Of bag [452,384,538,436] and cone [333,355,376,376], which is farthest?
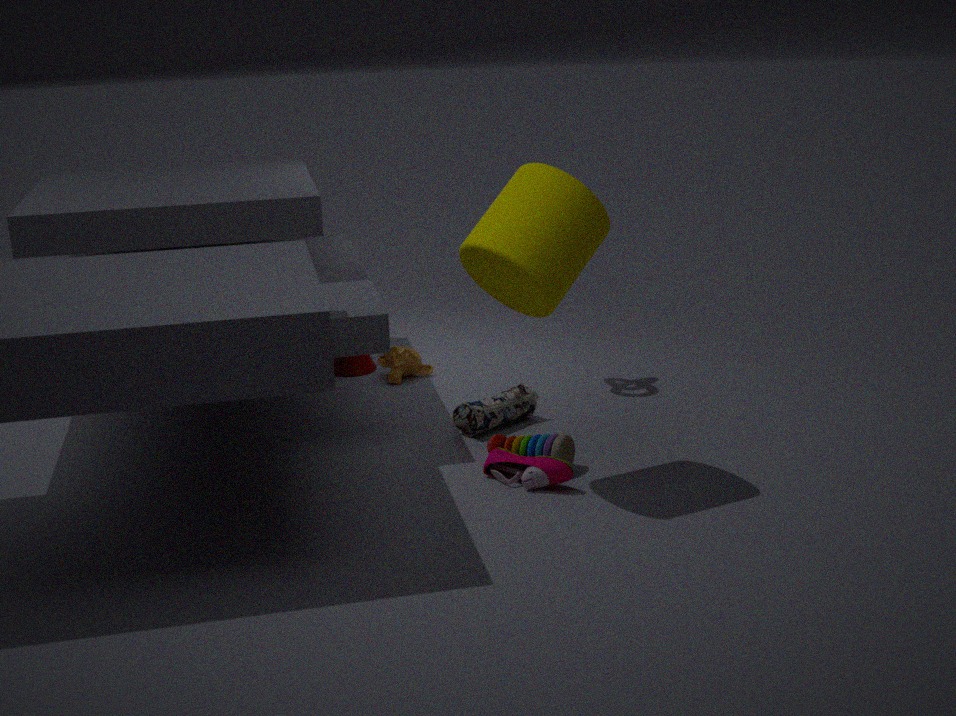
cone [333,355,376,376]
